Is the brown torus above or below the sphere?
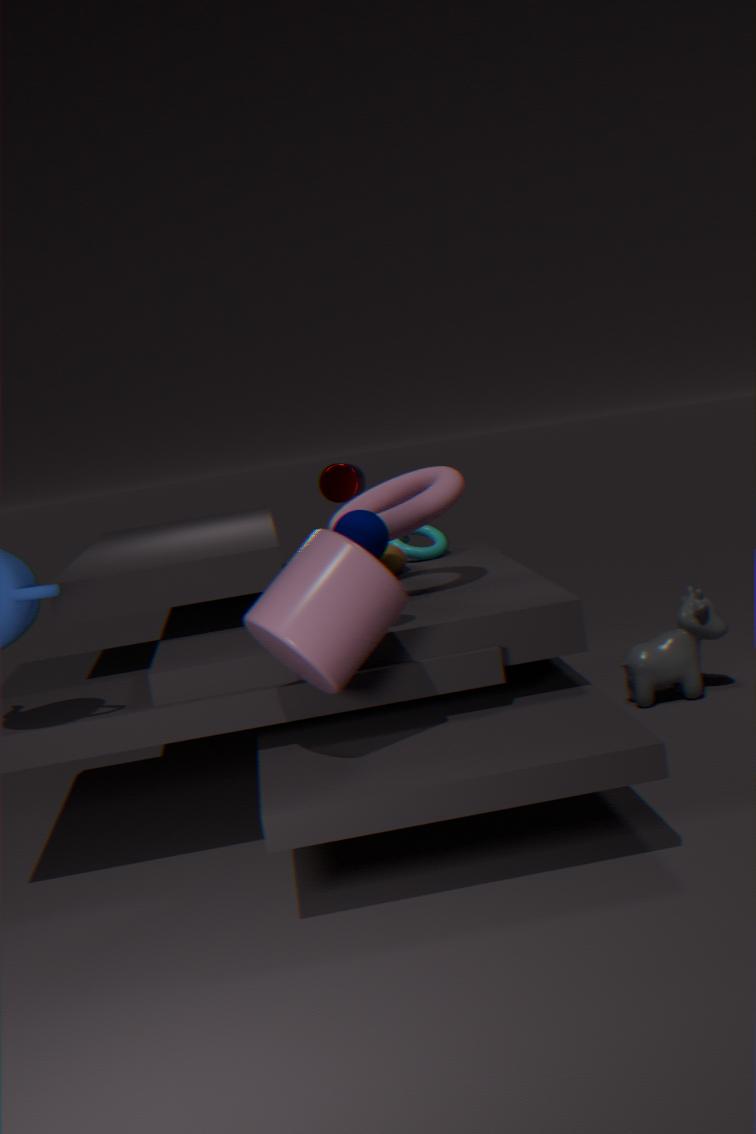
below
